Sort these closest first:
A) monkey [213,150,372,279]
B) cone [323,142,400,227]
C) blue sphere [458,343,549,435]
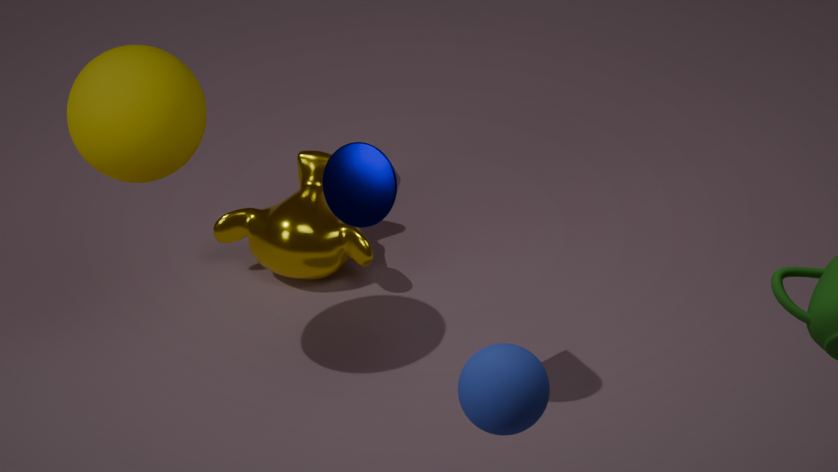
blue sphere [458,343,549,435] → cone [323,142,400,227] → monkey [213,150,372,279]
